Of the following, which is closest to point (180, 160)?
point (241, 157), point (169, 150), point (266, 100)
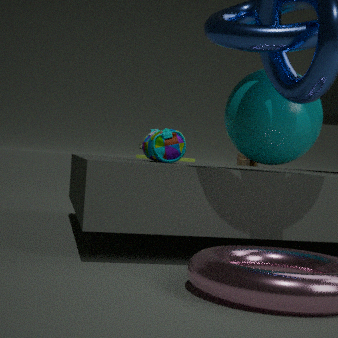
point (241, 157)
